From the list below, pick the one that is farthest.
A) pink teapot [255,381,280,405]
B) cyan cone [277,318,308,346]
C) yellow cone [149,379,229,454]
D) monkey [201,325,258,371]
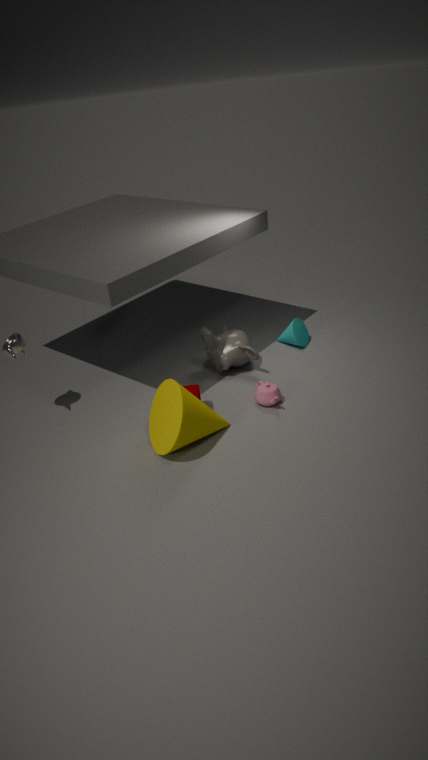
cyan cone [277,318,308,346]
